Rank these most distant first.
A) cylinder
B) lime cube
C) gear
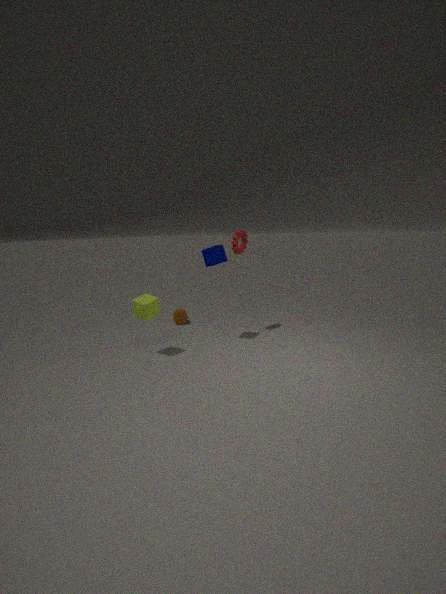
1. cylinder
2. gear
3. lime cube
